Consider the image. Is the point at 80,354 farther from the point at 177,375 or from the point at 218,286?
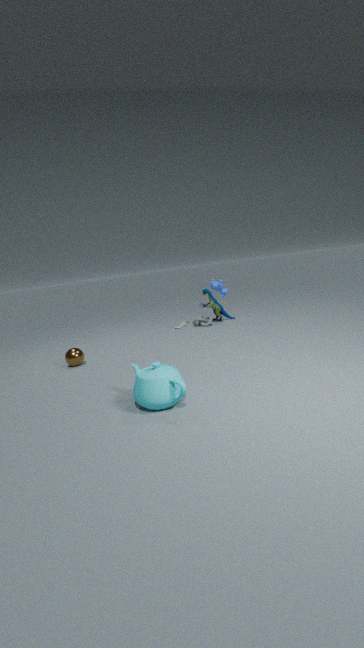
the point at 218,286
